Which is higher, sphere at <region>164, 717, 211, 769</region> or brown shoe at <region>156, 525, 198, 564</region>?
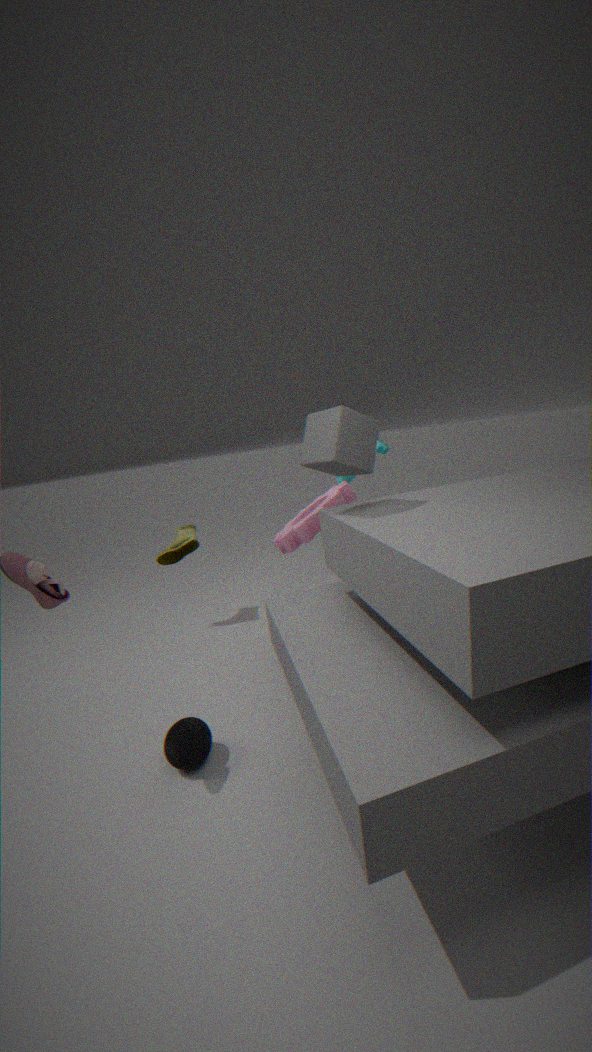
brown shoe at <region>156, 525, 198, 564</region>
